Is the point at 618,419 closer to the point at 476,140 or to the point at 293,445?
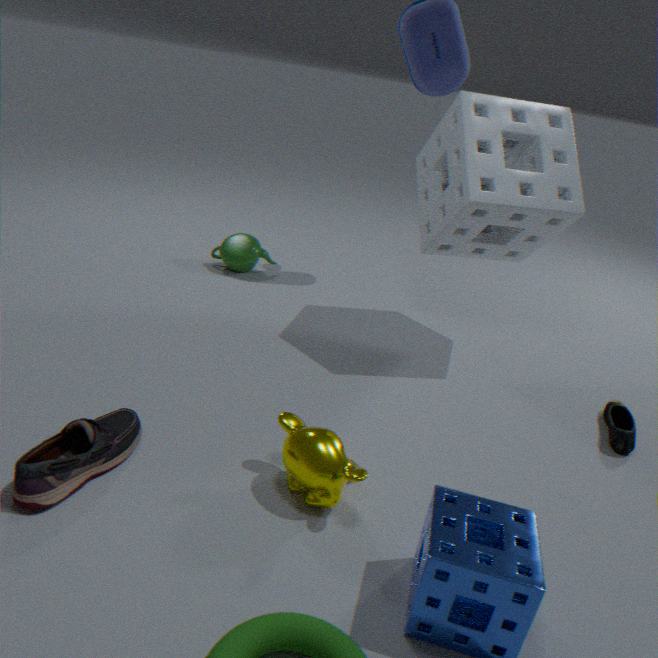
the point at 476,140
